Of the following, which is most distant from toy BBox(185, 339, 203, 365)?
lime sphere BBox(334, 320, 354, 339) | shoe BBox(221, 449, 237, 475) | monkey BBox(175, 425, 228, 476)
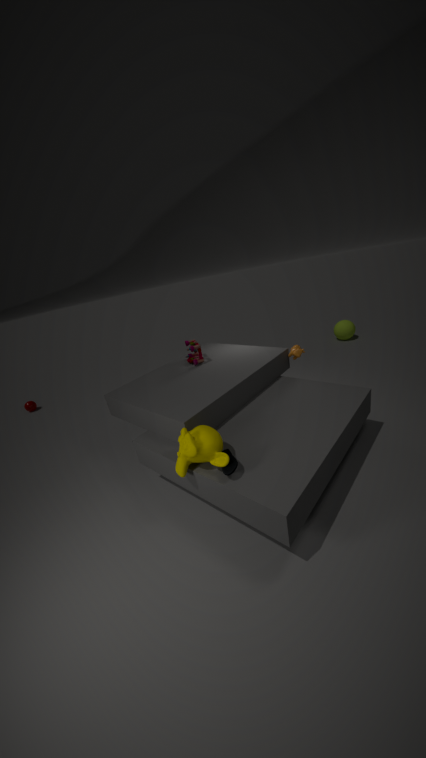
lime sphere BBox(334, 320, 354, 339)
